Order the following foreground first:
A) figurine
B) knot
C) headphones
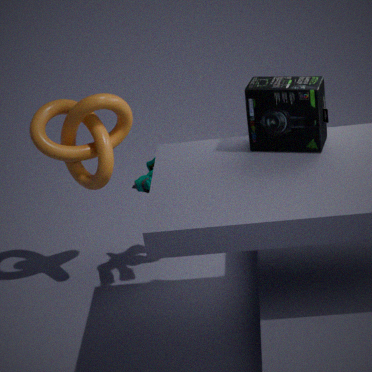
headphones → figurine → knot
